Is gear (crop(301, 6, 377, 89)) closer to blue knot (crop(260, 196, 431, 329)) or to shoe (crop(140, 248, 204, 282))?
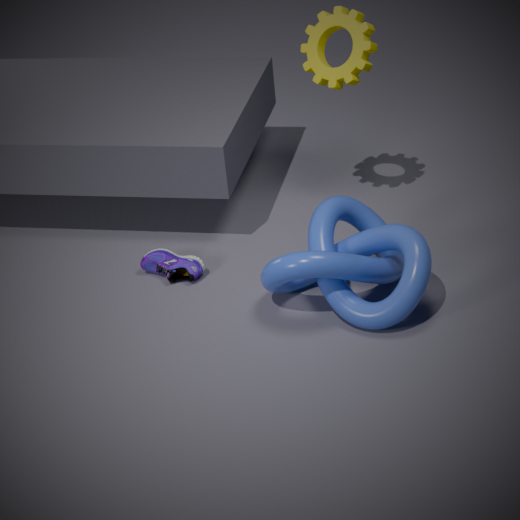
blue knot (crop(260, 196, 431, 329))
